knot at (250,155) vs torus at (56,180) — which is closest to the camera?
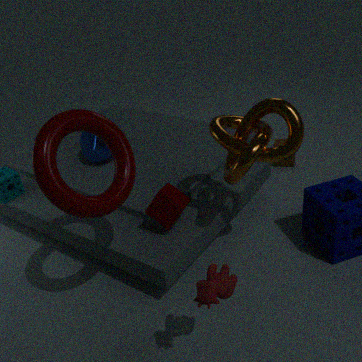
torus at (56,180)
